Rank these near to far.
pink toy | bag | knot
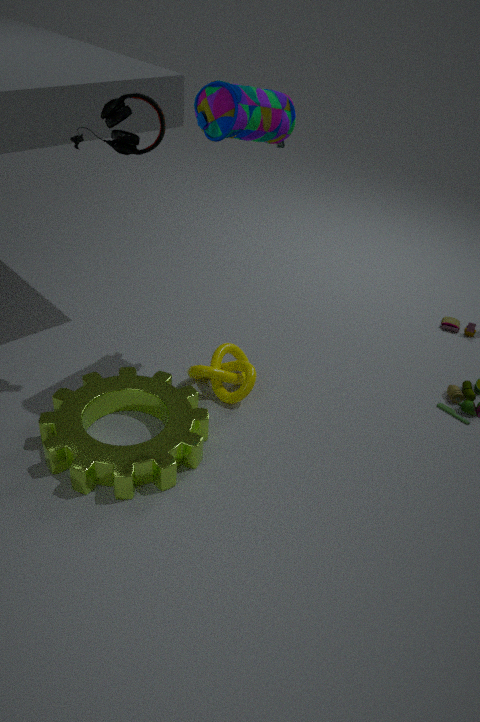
bag, knot, pink toy
